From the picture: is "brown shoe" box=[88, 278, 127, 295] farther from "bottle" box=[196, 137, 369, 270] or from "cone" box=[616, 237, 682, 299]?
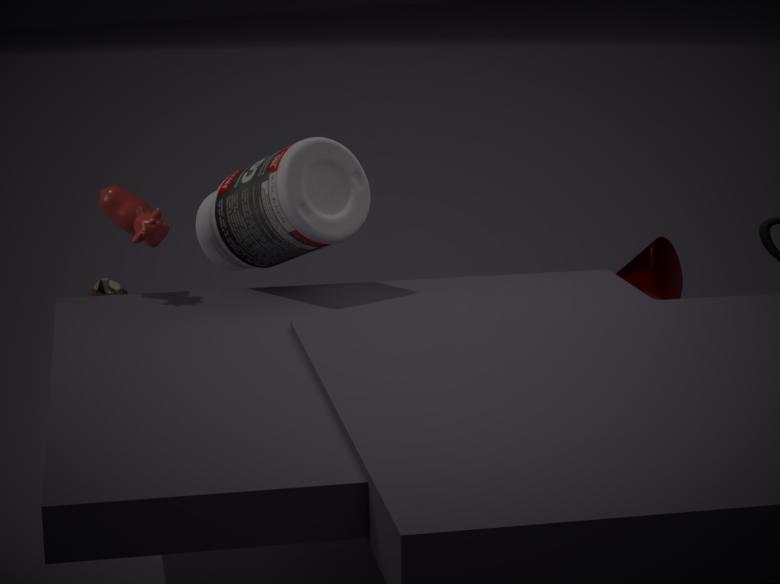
"cone" box=[616, 237, 682, 299]
